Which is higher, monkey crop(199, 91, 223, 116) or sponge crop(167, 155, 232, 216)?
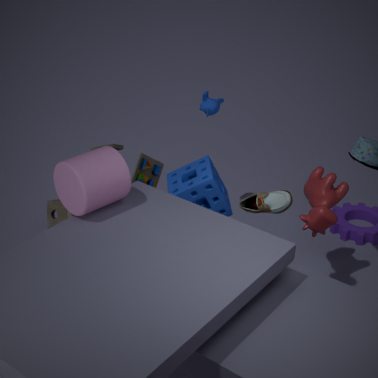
monkey crop(199, 91, 223, 116)
